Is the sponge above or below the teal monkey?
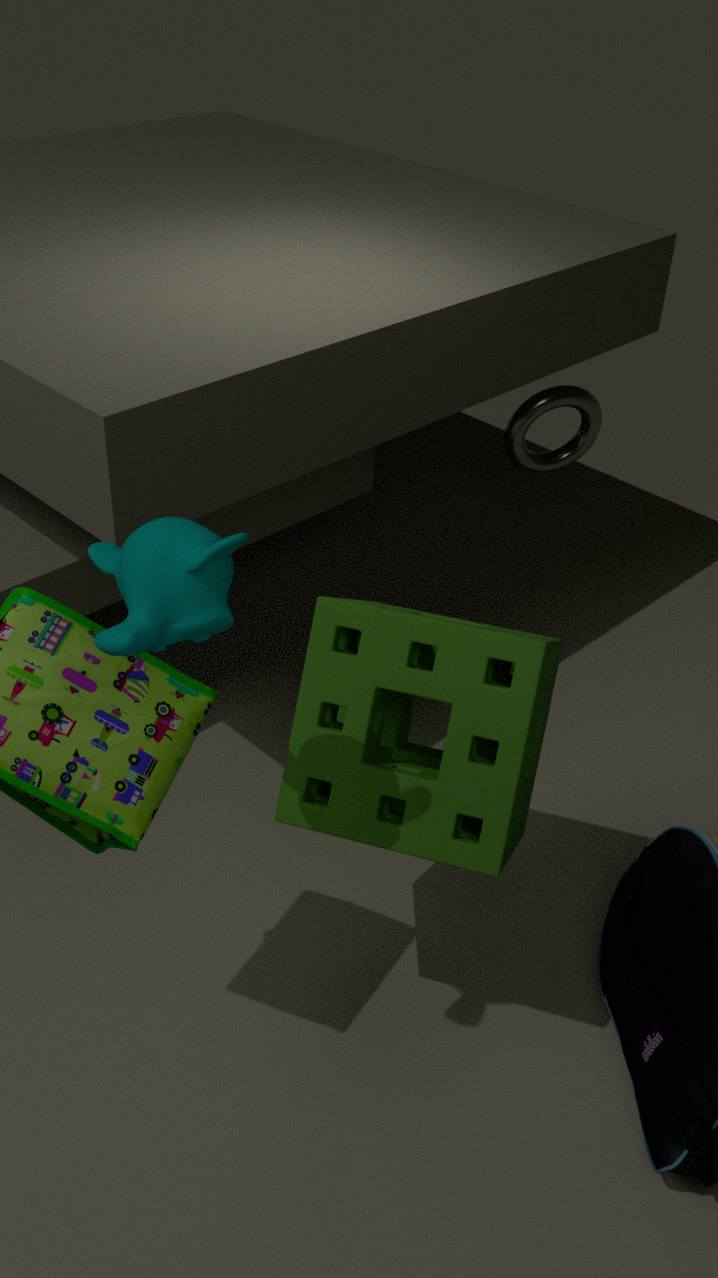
below
